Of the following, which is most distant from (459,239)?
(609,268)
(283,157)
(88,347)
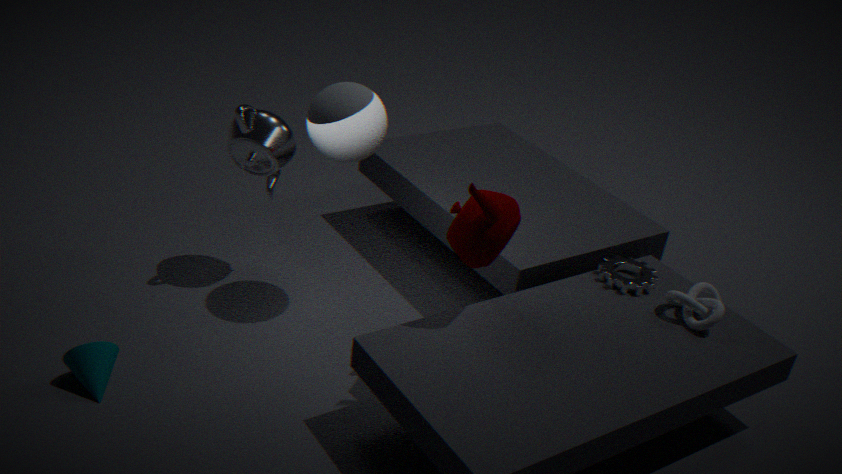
(88,347)
